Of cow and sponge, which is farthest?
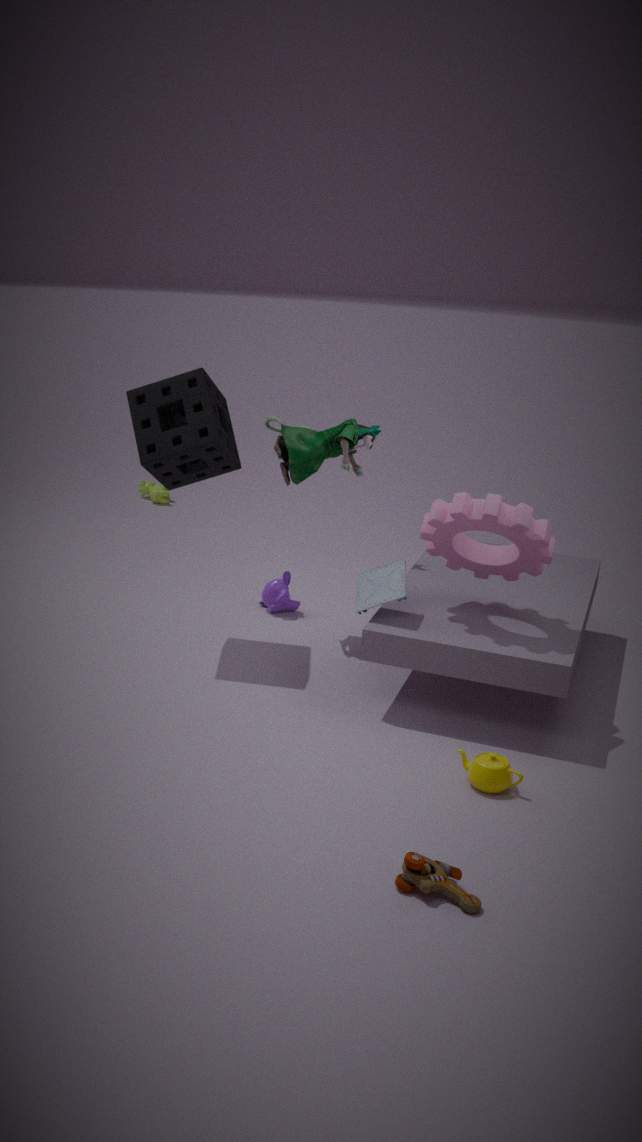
cow
